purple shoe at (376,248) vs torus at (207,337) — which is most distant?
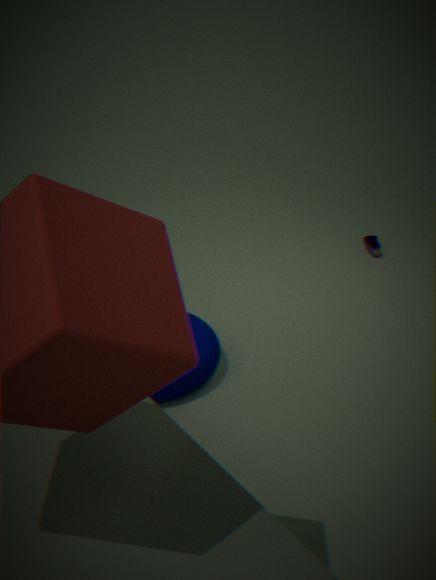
purple shoe at (376,248)
